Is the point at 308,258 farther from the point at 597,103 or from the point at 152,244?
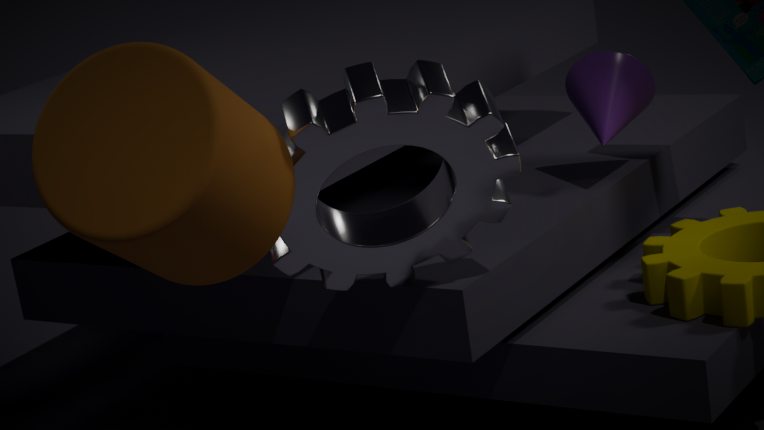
the point at 597,103
